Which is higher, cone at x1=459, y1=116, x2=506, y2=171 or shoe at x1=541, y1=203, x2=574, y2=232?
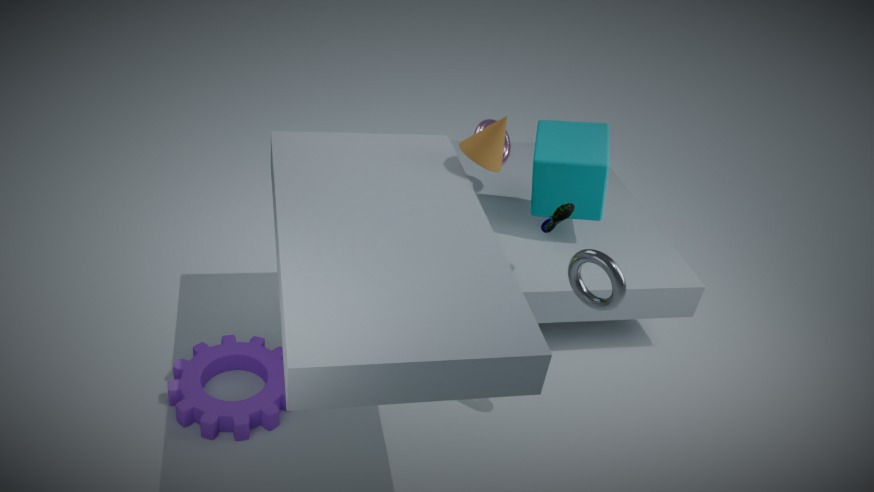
cone at x1=459, y1=116, x2=506, y2=171
